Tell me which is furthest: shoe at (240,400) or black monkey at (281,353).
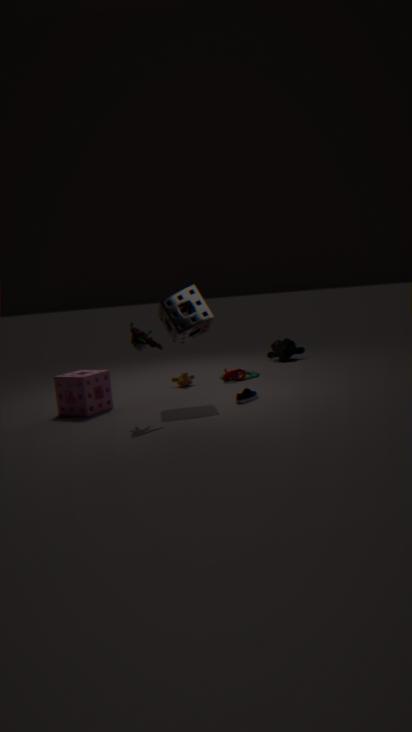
black monkey at (281,353)
